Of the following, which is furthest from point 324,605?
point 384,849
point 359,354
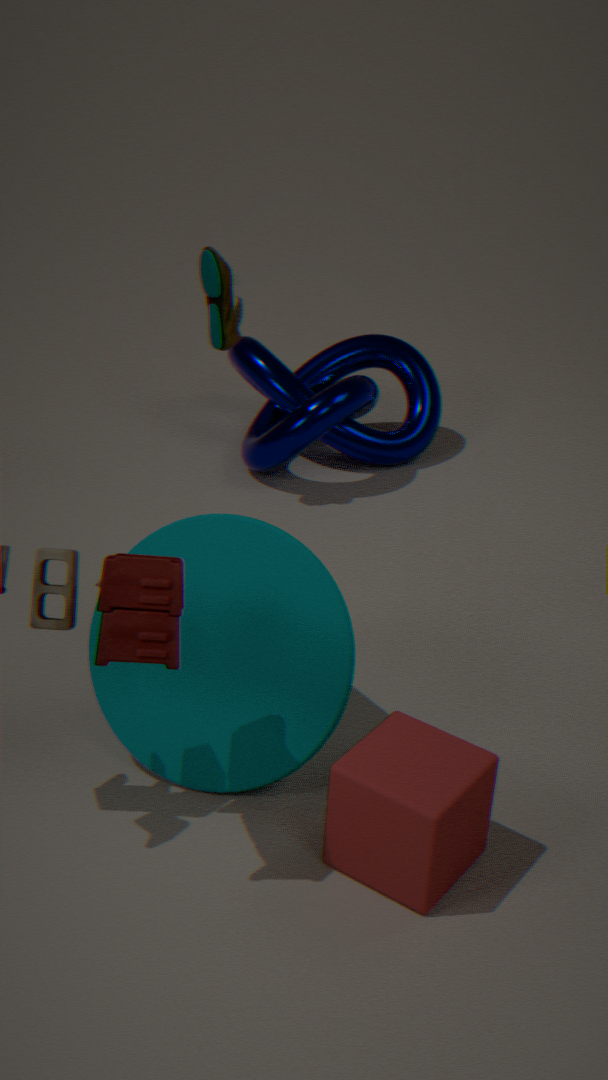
point 359,354
